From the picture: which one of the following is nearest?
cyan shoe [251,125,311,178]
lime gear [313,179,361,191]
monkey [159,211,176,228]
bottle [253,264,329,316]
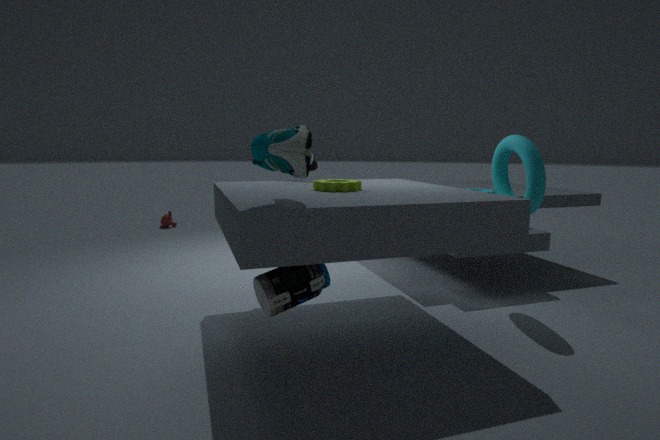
cyan shoe [251,125,311,178]
